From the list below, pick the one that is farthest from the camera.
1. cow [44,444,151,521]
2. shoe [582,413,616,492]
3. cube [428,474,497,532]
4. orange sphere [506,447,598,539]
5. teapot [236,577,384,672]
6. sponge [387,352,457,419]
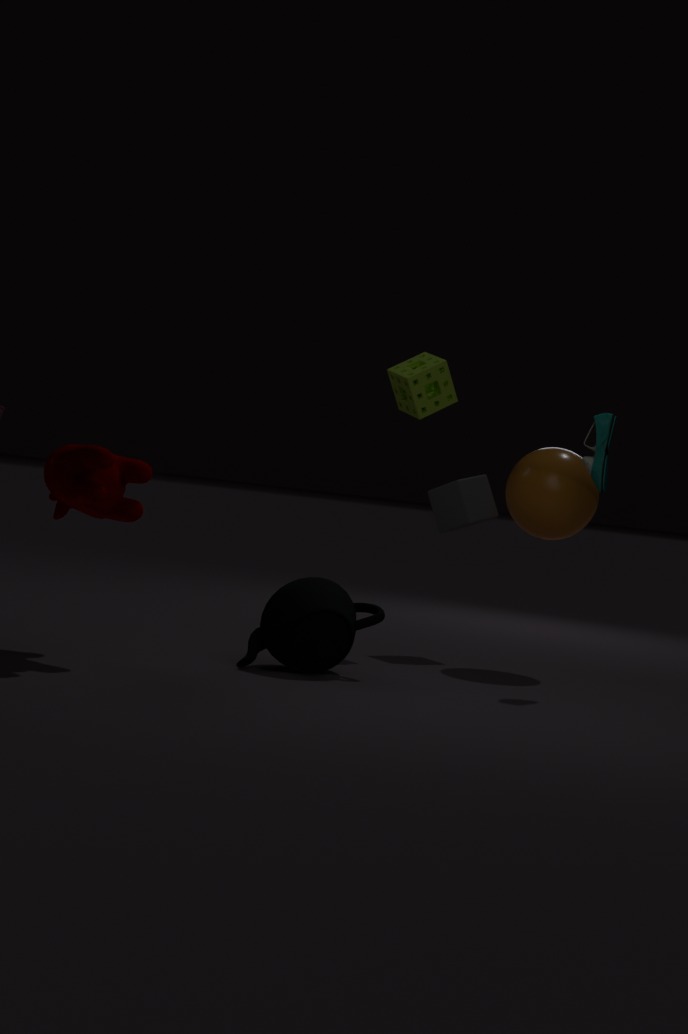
cube [428,474,497,532]
